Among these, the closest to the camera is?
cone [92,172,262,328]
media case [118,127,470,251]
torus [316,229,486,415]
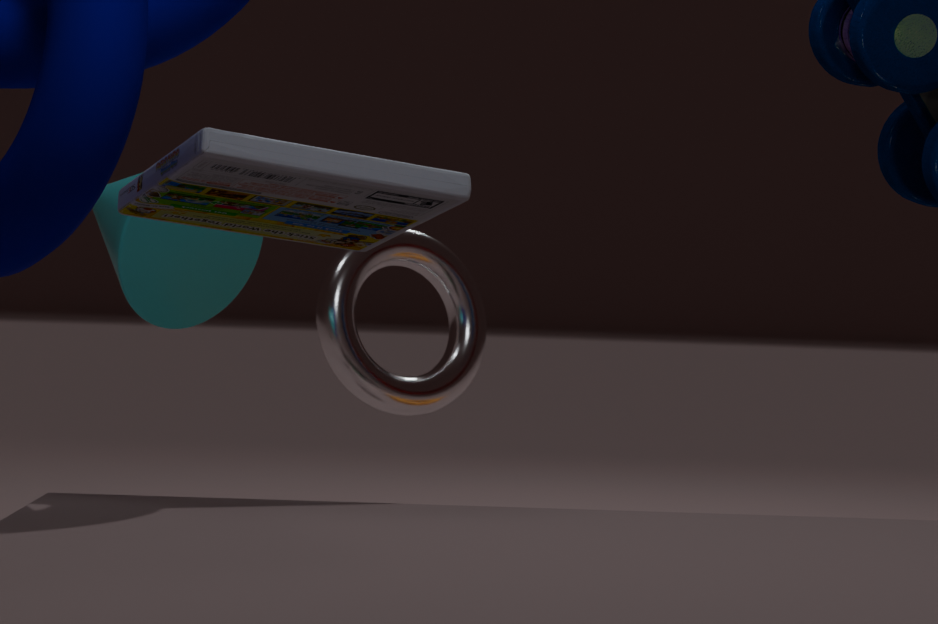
media case [118,127,470,251]
